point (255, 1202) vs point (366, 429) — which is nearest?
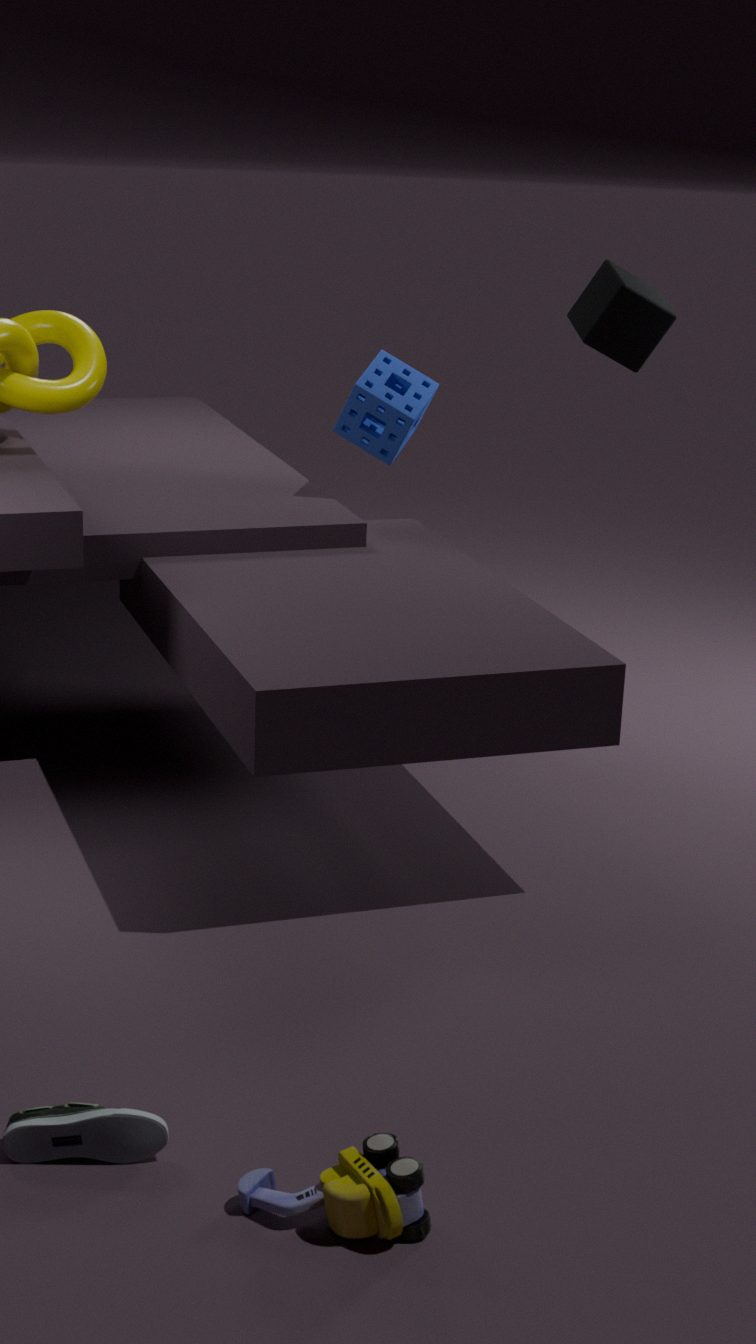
point (255, 1202)
